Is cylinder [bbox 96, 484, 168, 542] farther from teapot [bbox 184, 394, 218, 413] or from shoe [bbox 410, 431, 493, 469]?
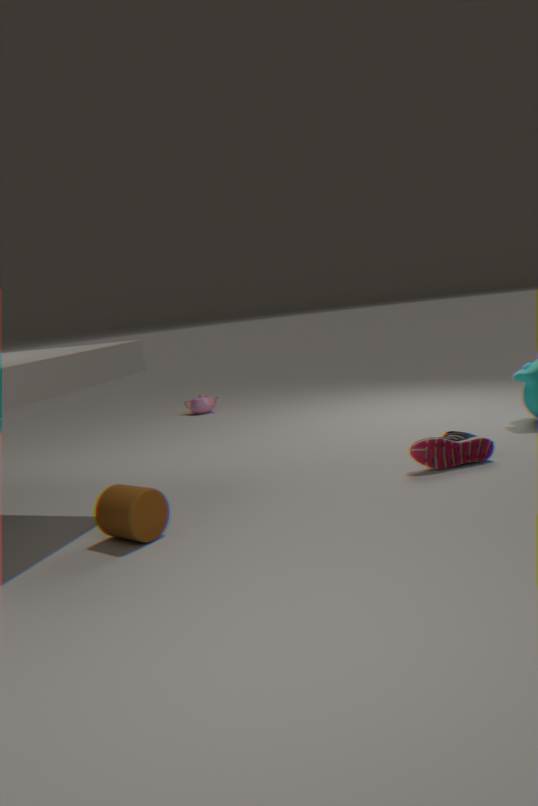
teapot [bbox 184, 394, 218, 413]
